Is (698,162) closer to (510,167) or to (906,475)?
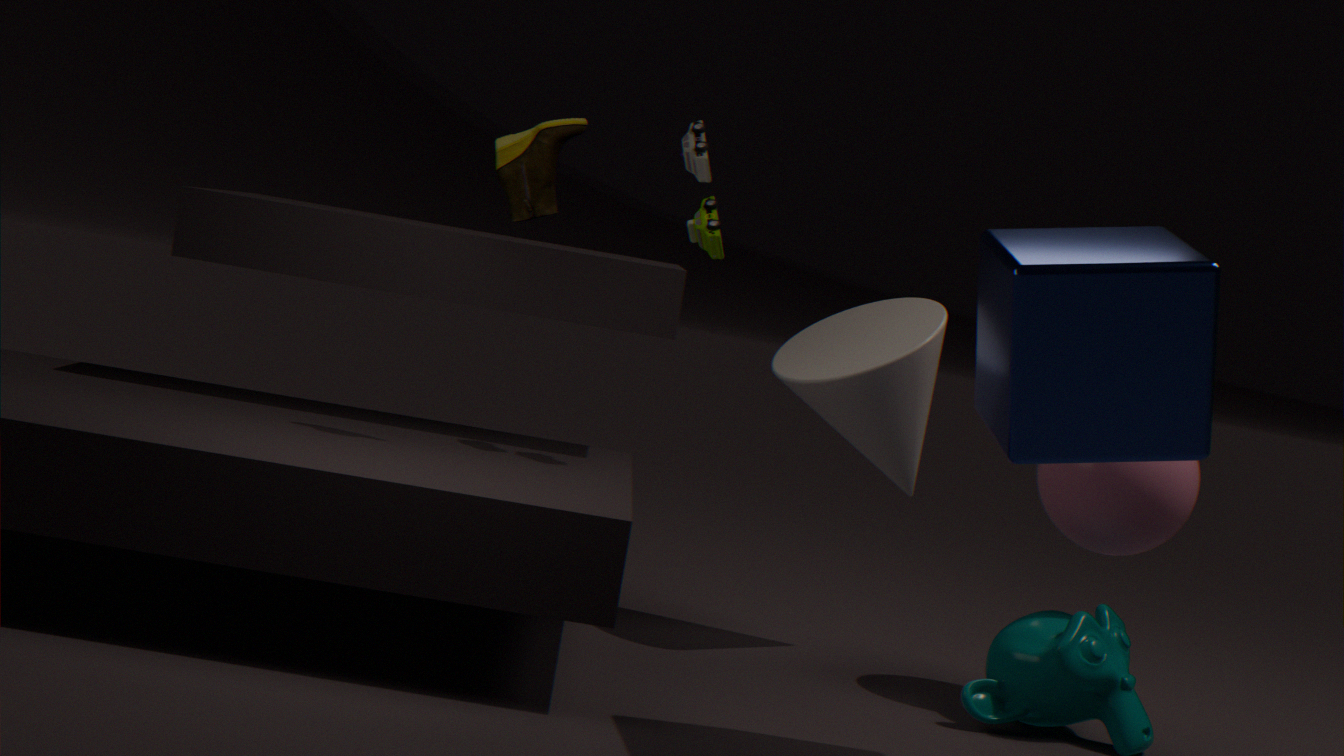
(510,167)
